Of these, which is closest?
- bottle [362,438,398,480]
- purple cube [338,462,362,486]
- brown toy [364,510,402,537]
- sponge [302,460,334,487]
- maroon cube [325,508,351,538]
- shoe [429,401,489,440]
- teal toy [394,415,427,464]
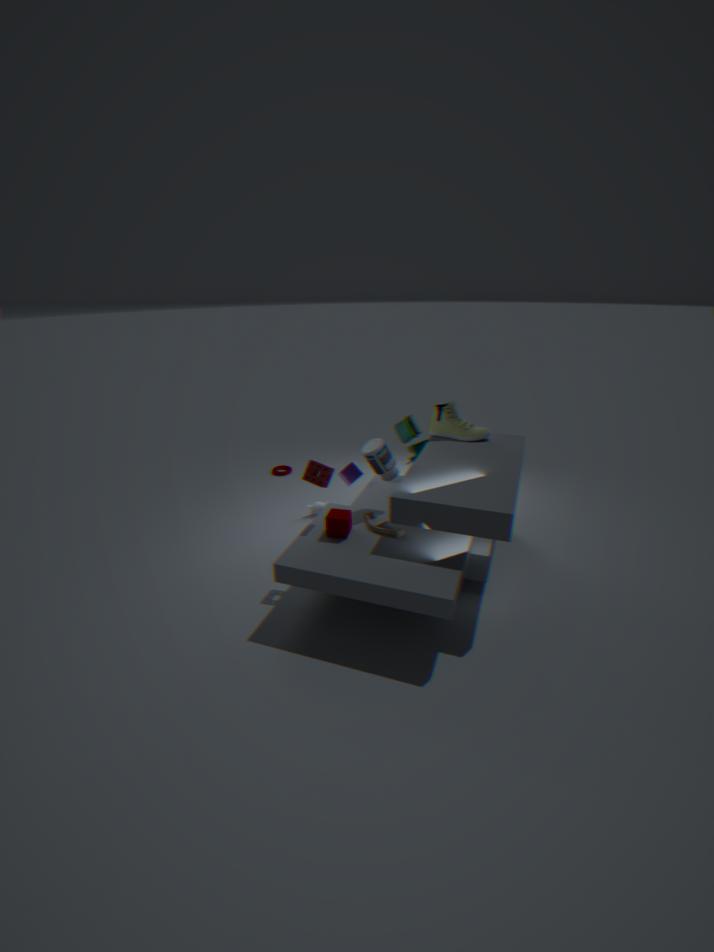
maroon cube [325,508,351,538]
